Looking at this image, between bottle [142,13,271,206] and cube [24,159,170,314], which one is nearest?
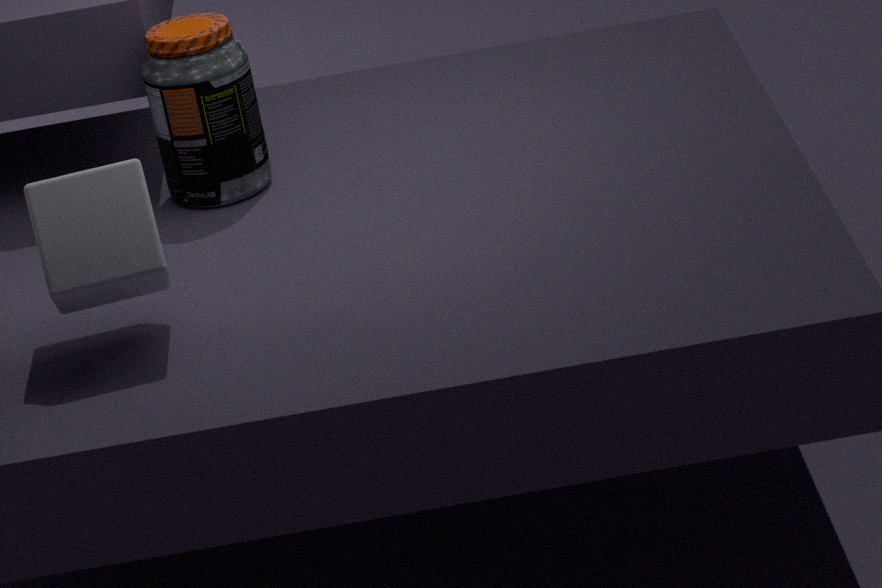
cube [24,159,170,314]
